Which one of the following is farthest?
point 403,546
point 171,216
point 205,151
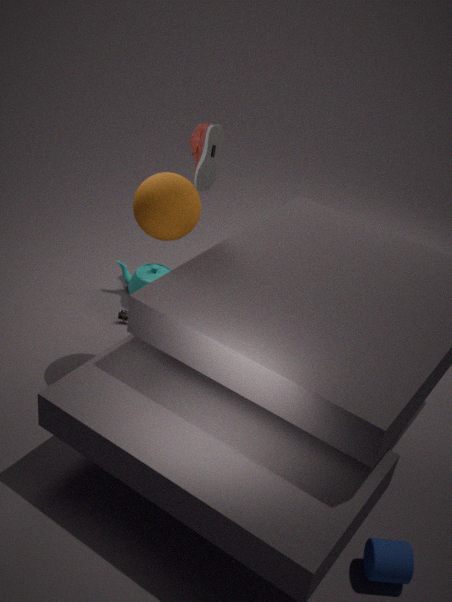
point 205,151
